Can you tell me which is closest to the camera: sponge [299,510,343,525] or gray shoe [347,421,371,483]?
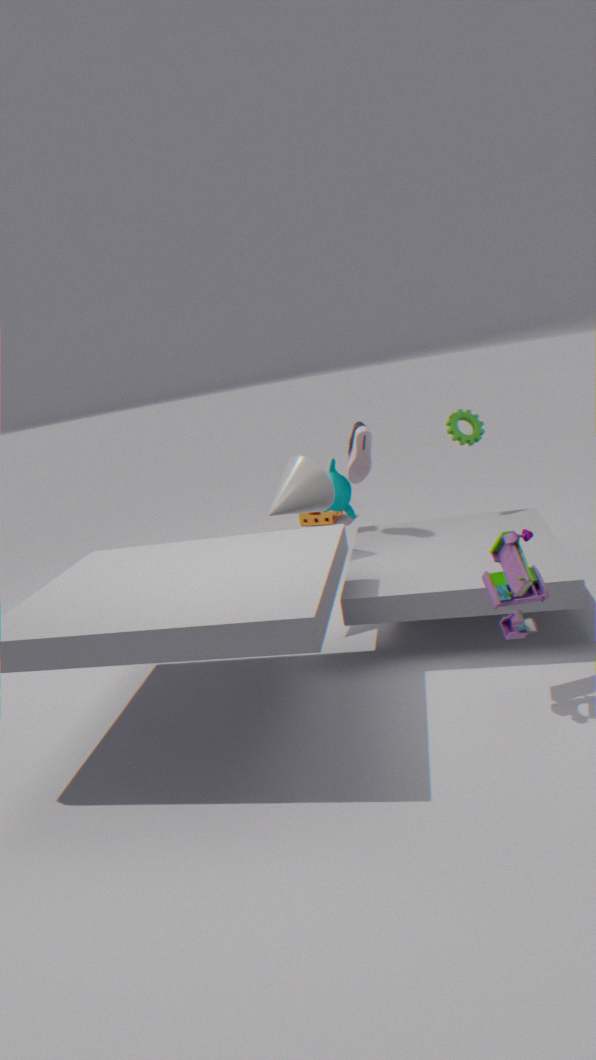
gray shoe [347,421,371,483]
